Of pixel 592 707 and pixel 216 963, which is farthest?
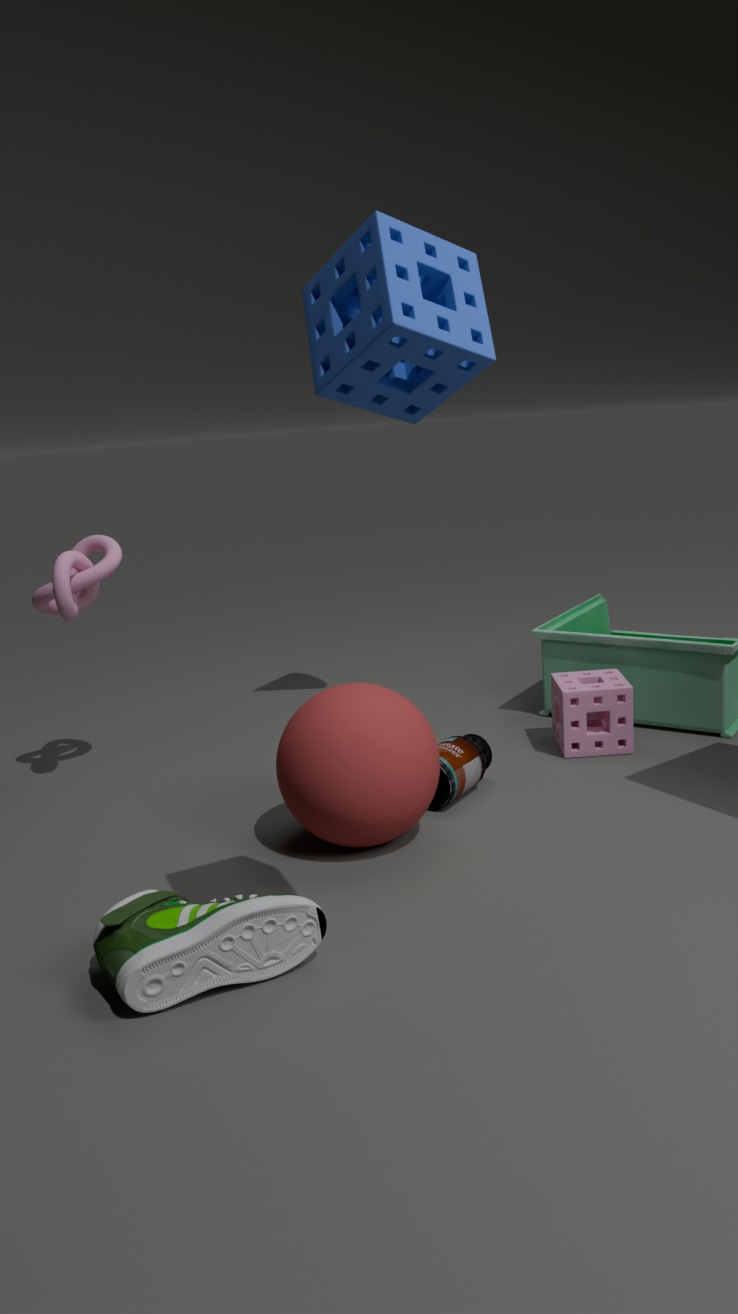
pixel 592 707
